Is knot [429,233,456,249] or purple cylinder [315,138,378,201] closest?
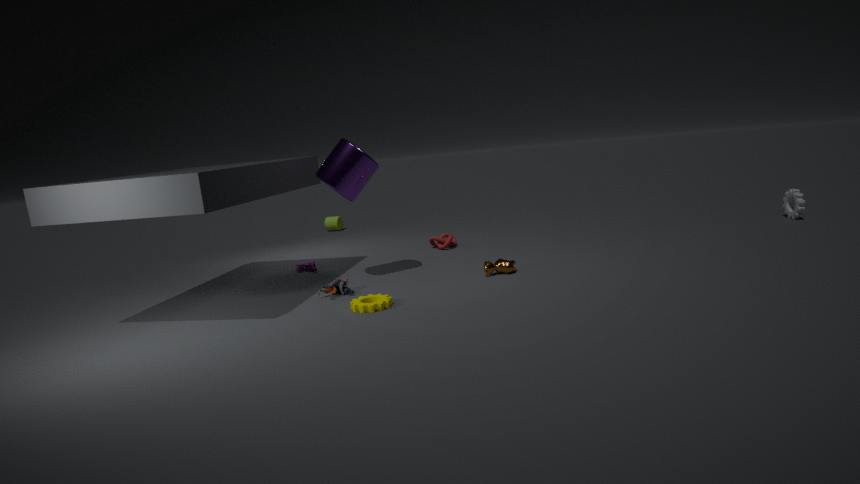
purple cylinder [315,138,378,201]
